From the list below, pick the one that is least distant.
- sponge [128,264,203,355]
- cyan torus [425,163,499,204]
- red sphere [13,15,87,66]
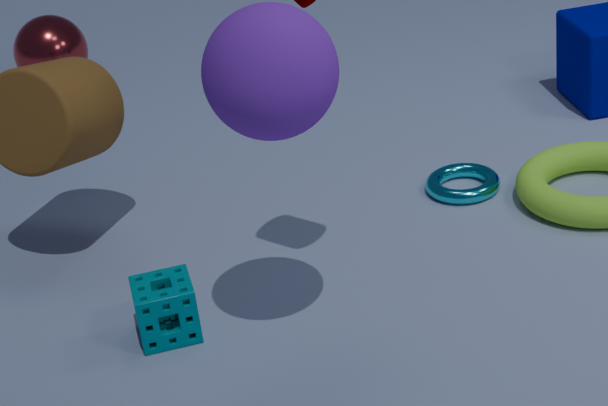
sponge [128,264,203,355]
